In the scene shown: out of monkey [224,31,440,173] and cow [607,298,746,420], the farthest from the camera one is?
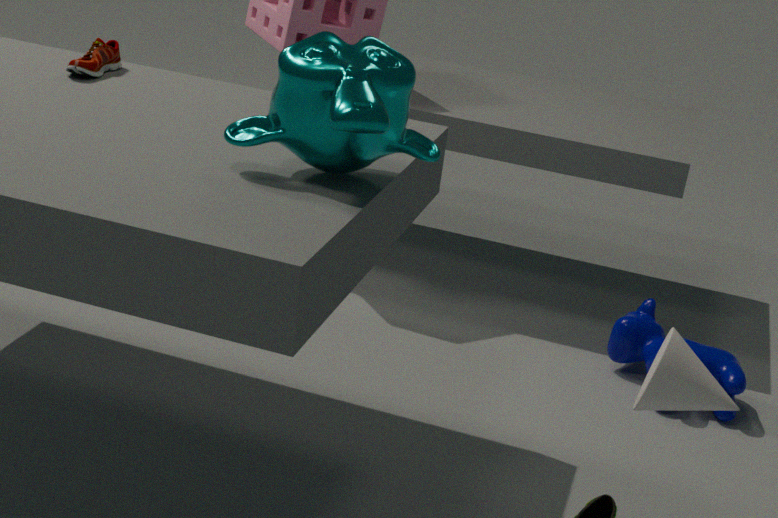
cow [607,298,746,420]
